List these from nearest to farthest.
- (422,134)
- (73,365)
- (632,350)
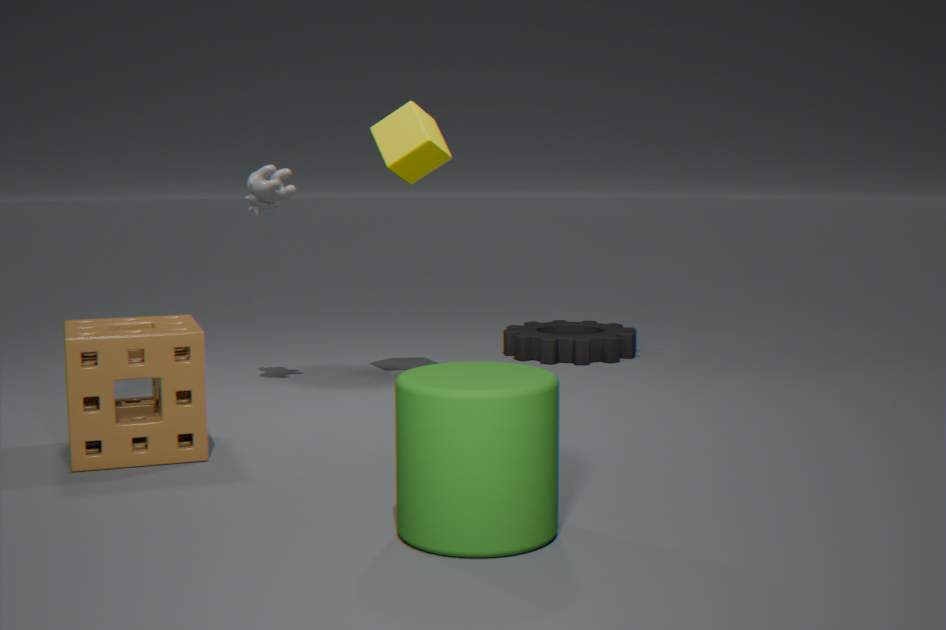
(73,365), (422,134), (632,350)
